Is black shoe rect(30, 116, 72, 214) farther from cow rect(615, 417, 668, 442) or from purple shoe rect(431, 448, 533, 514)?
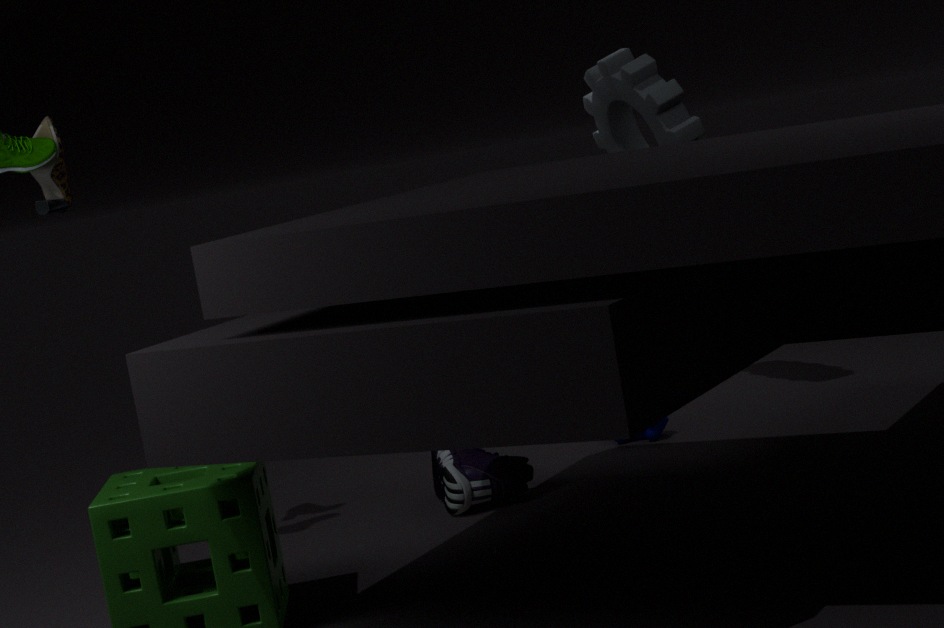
cow rect(615, 417, 668, 442)
